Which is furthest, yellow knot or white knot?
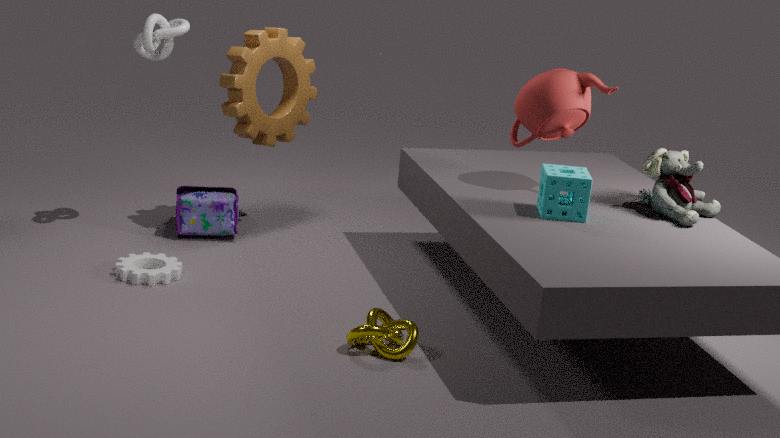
white knot
